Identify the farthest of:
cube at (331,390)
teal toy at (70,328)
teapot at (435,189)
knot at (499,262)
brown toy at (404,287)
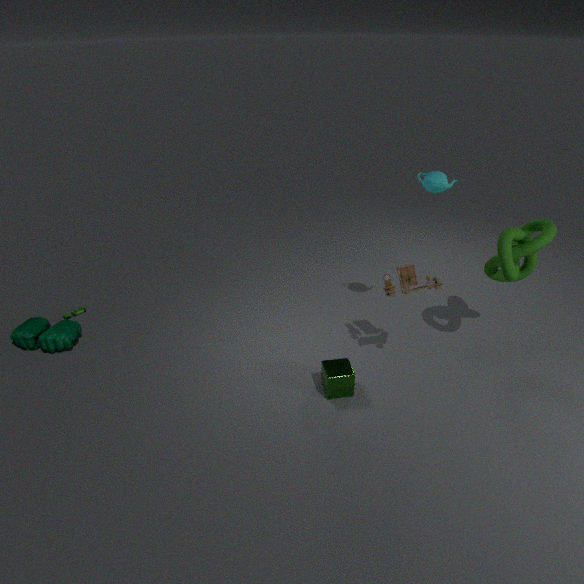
teal toy at (70,328)
